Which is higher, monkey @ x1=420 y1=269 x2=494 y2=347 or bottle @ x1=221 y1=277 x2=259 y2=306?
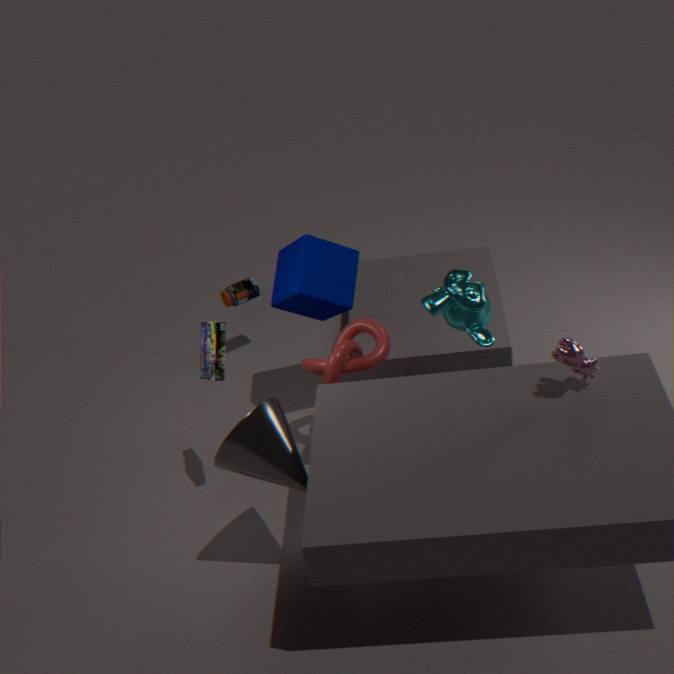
monkey @ x1=420 y1=269 x2=494 y2=347
